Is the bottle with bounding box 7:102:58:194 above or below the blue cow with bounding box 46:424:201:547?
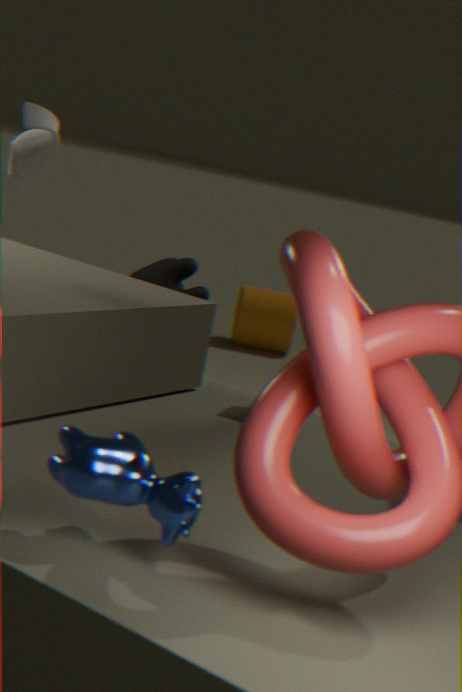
above
